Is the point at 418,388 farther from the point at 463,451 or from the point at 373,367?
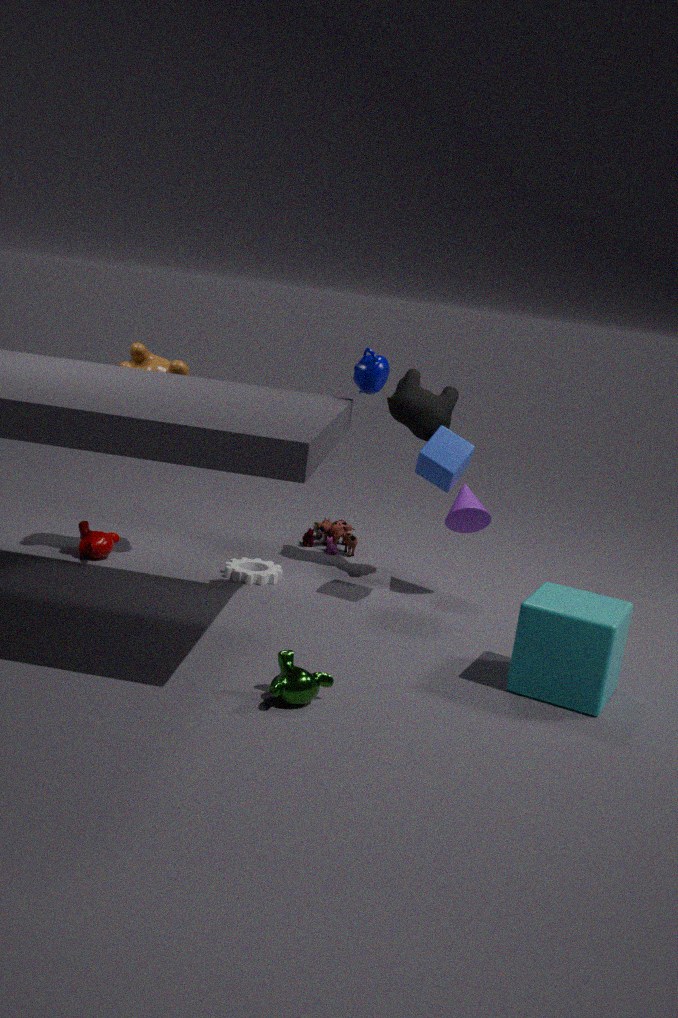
the point at 373,367
